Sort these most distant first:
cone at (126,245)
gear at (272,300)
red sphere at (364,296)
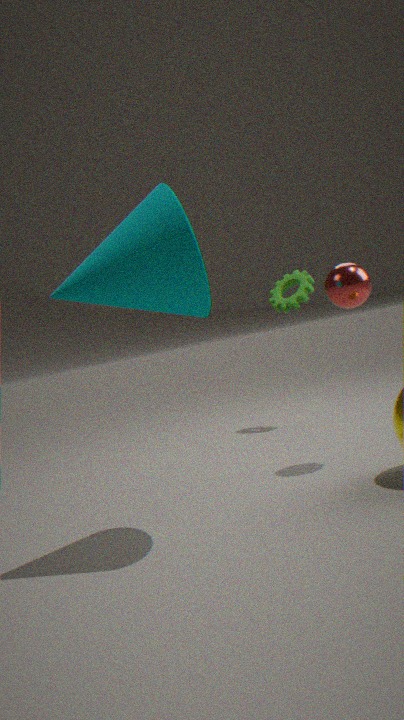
gear at (272,300) → red sphere at (364,296) → cone at (126,245)
